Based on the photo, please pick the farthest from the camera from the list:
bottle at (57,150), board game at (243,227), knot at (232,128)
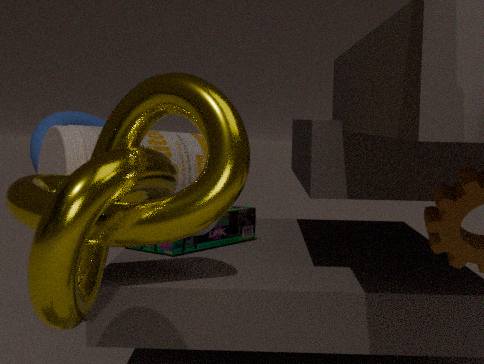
board game at (243,227)
